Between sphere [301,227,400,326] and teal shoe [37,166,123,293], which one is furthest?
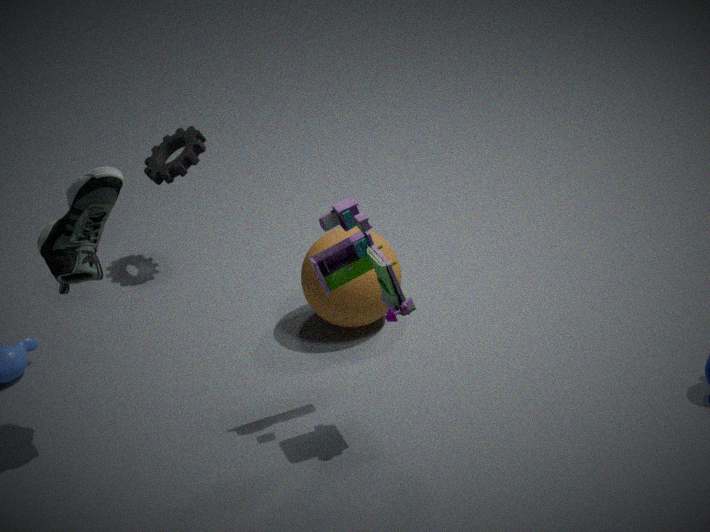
sphere [301,227,400,326]
